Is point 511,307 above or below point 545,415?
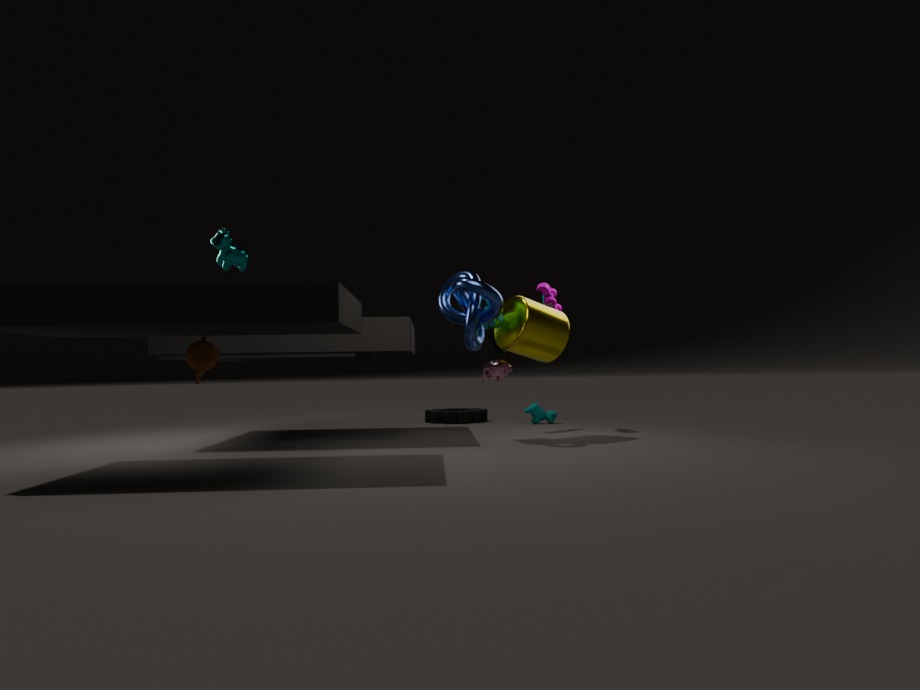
above
